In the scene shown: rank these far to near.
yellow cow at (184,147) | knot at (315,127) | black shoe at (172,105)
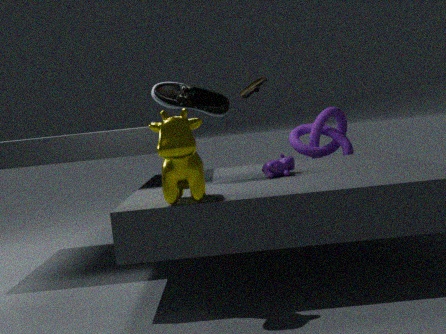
knot at (315,127)
black shoe at (172,105)
yellow cow at (184,147)
